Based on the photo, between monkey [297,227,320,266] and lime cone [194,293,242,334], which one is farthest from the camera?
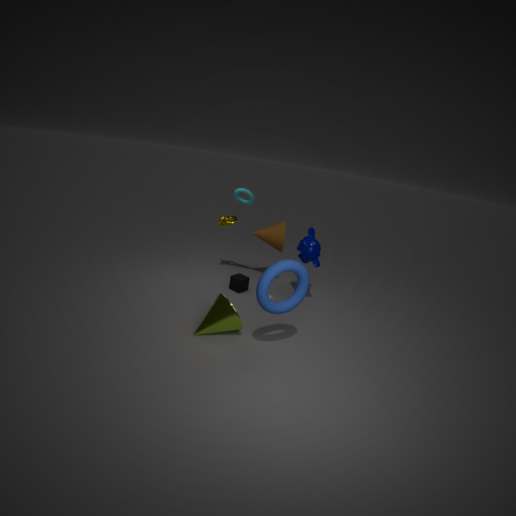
monkey [297,227,320,266]
